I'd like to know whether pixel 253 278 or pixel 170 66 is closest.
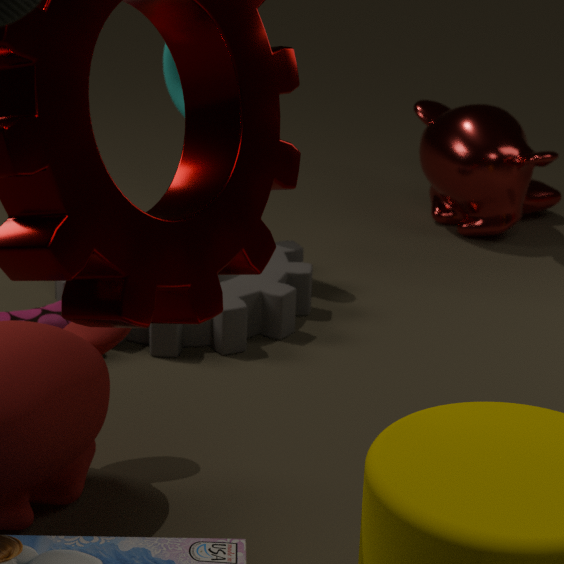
pixel 253 278
